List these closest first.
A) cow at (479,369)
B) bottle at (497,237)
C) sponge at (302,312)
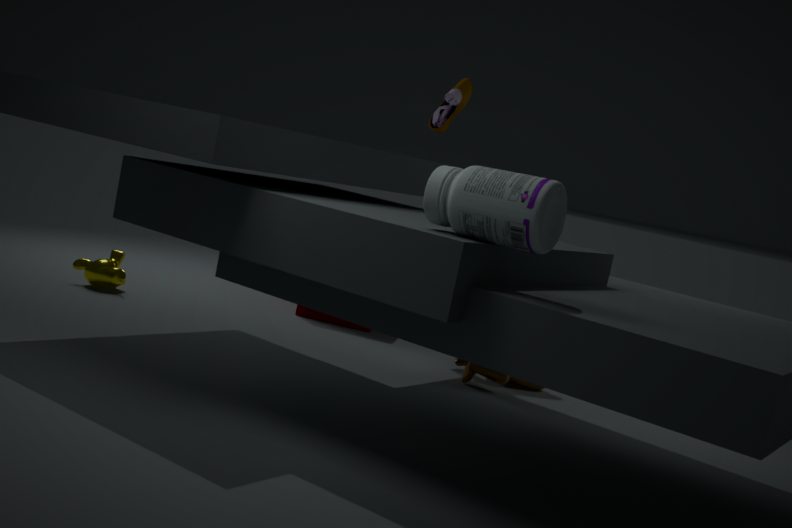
bottle at (497,237), cow at (479,369), sponge at (302,312)
